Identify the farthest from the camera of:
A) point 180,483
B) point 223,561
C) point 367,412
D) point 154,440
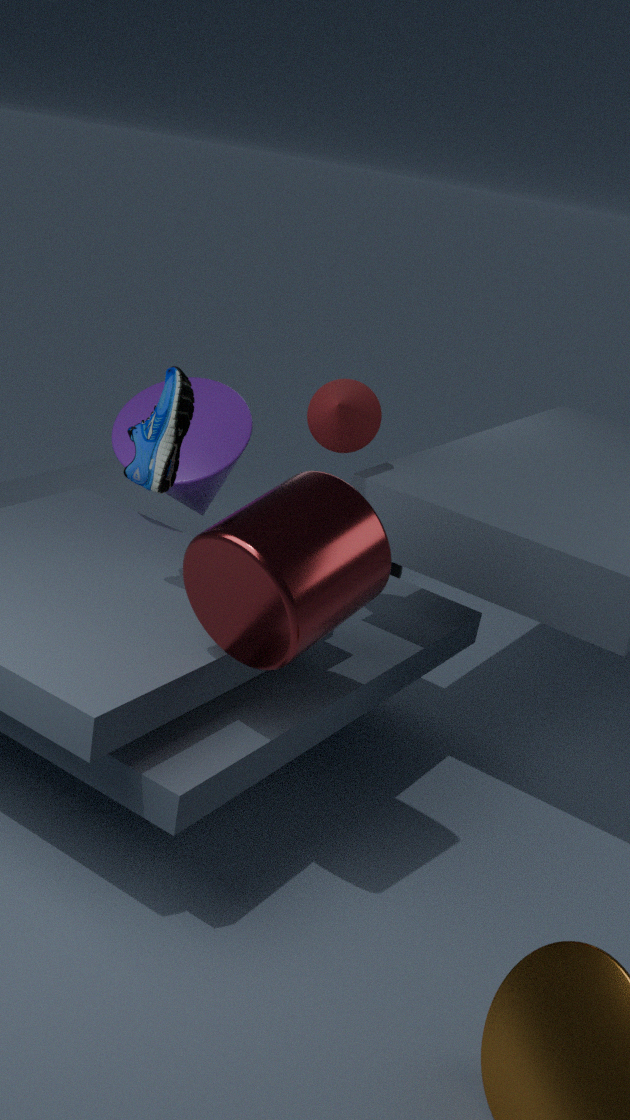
point 180,483
